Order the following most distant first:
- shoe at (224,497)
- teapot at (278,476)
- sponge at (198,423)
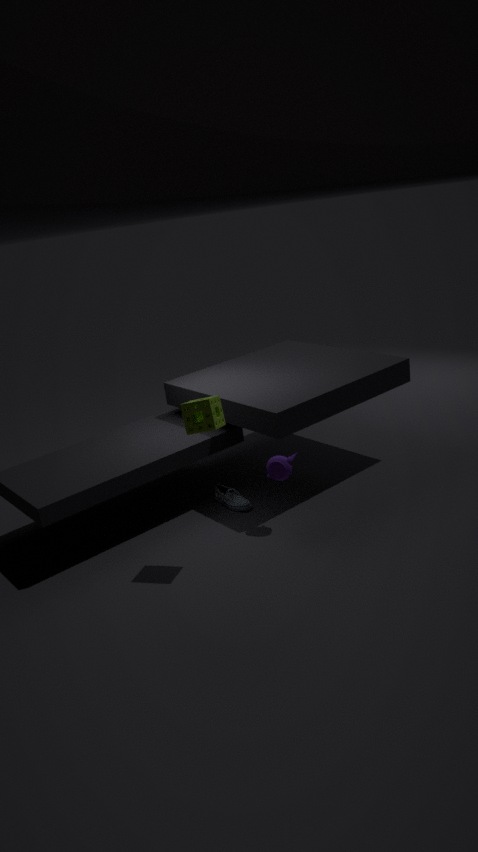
shoe at (224,497), teapot at (278,476), sponge at (198,423)
